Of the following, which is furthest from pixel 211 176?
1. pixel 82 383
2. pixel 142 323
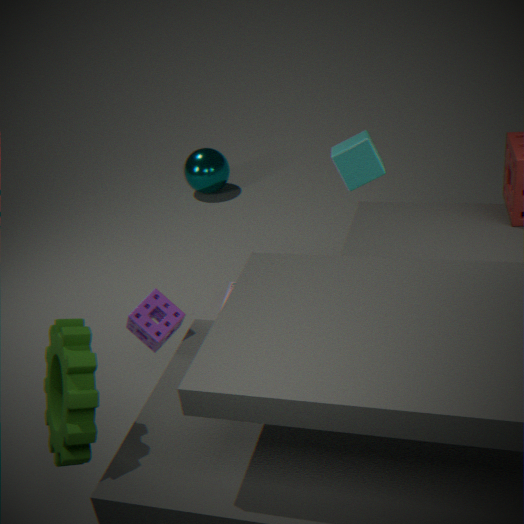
pixel 82 383
